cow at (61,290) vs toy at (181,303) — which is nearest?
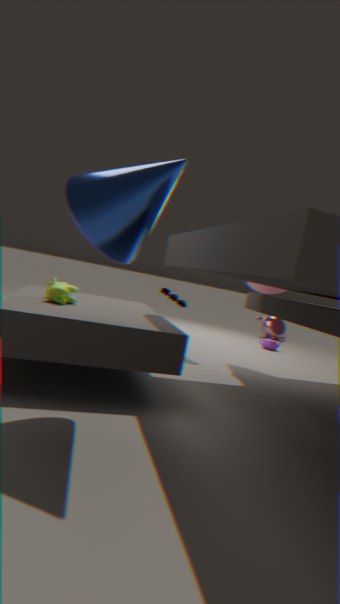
cow at (61,290)
